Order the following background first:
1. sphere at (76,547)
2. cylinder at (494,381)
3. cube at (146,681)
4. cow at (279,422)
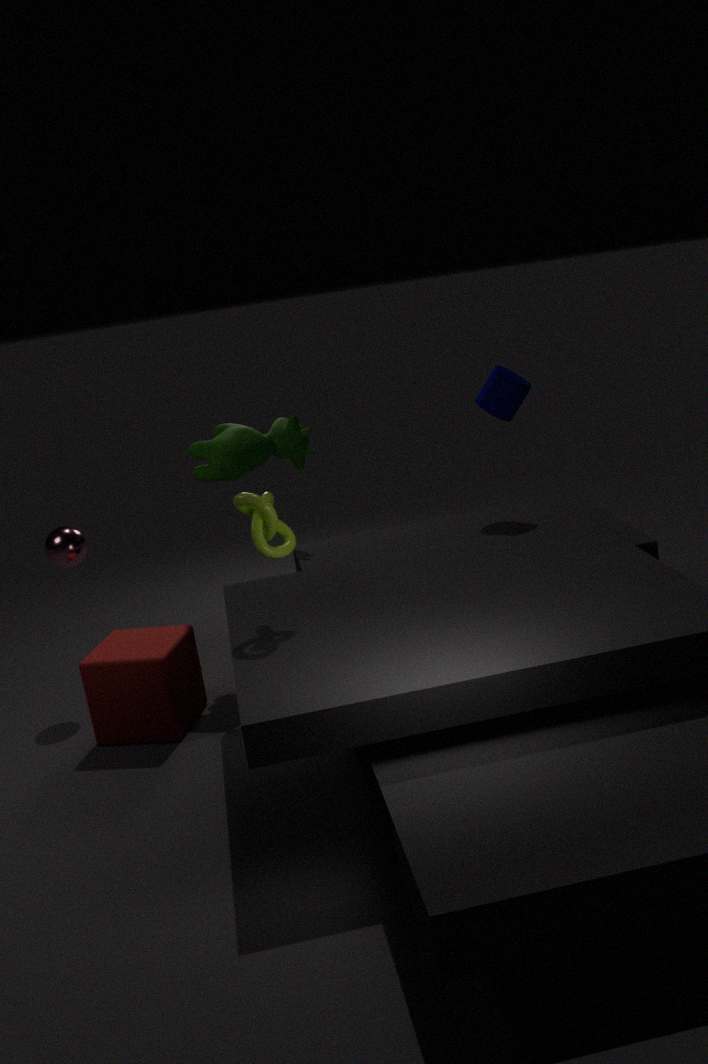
1. sphere at (76,547)
2. cylinder at (494,381)
3. cow at (279,422)
4. cube at (146,681)
